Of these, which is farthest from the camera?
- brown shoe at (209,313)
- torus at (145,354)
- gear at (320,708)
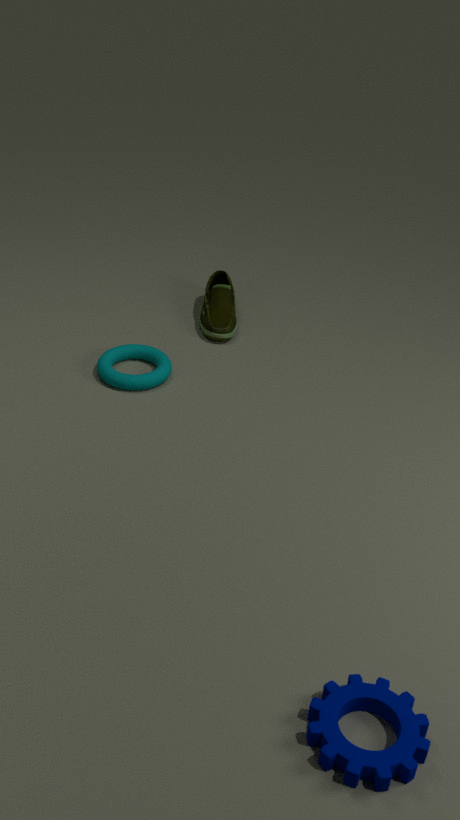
brown shoe at (209,313)
